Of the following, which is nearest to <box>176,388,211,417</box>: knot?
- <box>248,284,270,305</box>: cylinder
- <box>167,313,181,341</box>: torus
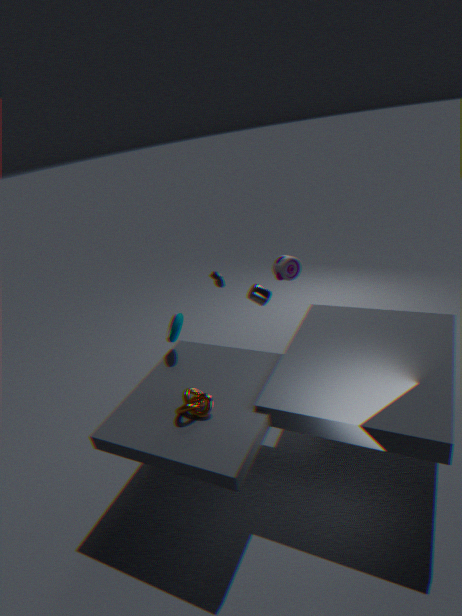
<box>167,313,181,341</box>: torus
